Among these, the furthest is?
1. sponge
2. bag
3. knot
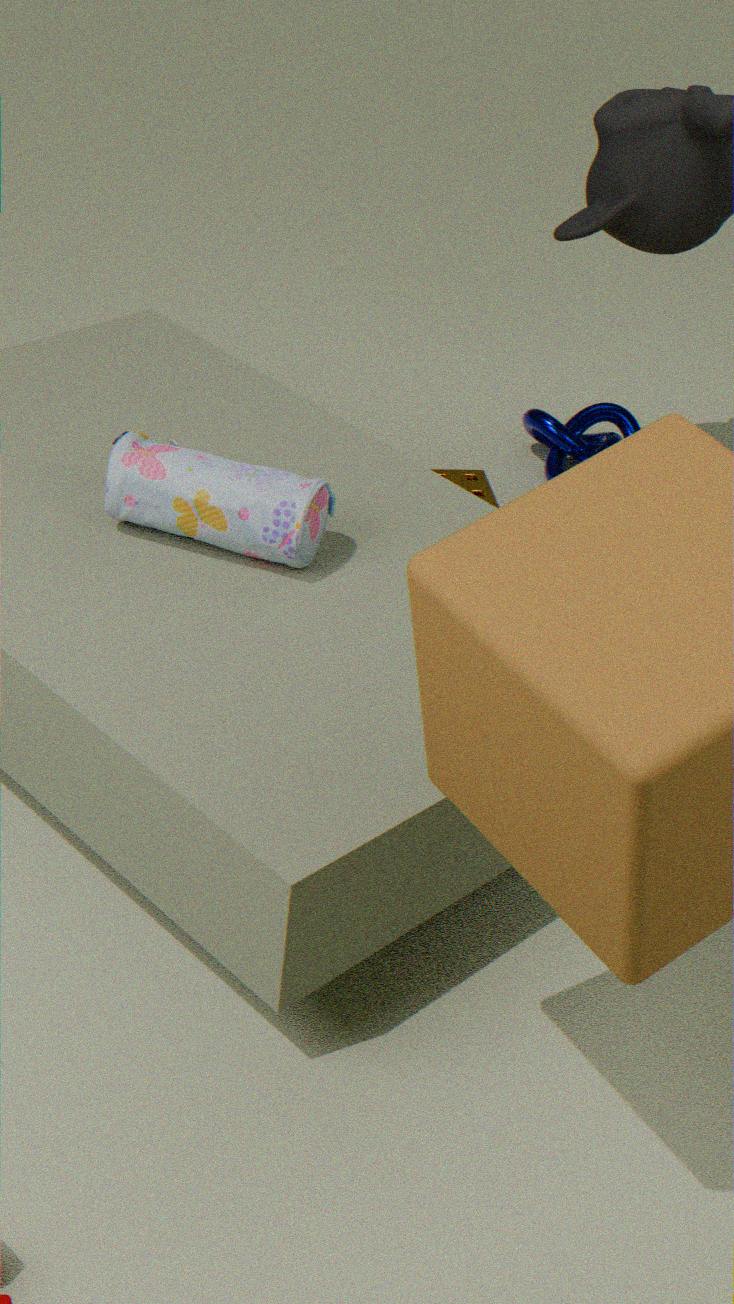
knot
